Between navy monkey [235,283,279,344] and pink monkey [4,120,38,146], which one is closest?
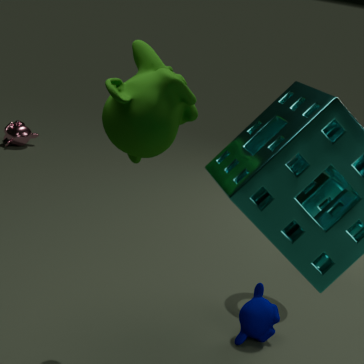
navy monkey [235,283,279,344]
